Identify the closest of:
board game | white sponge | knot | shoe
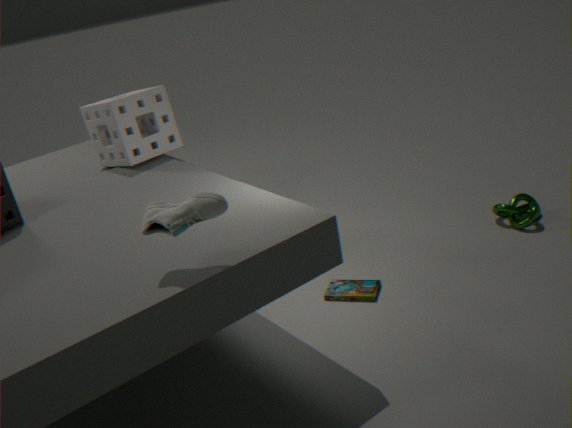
shoe
